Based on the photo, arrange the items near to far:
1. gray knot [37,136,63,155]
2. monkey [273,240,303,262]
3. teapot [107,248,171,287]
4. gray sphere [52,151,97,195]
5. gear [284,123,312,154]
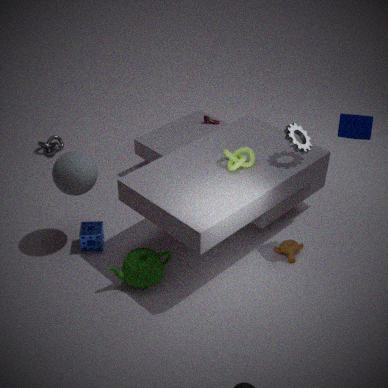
teapot [107,248,171,287] → gray sphere [52,151,97,195] → gear [284,123,312,154] → monkey [273,240,303,262] → gray knot [37,136,63,155]
